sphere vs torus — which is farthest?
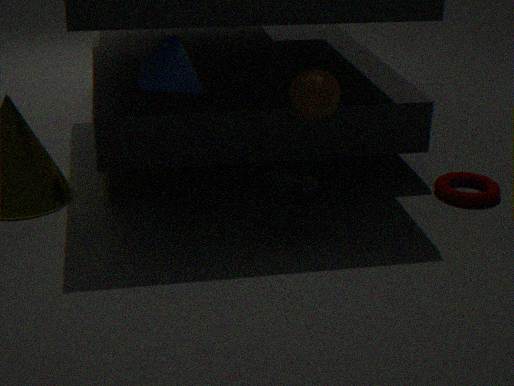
torus
